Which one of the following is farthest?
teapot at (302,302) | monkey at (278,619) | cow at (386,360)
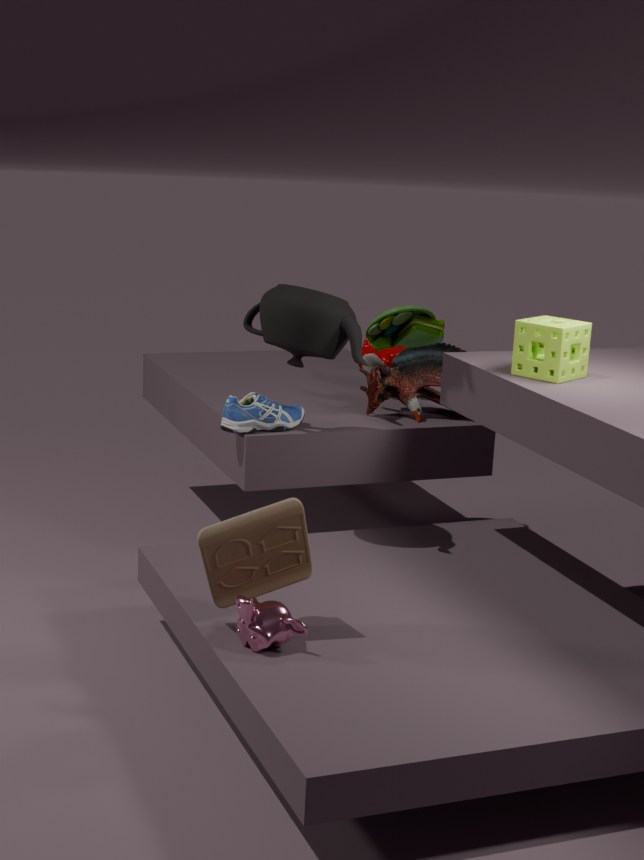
cow at (386,360)
